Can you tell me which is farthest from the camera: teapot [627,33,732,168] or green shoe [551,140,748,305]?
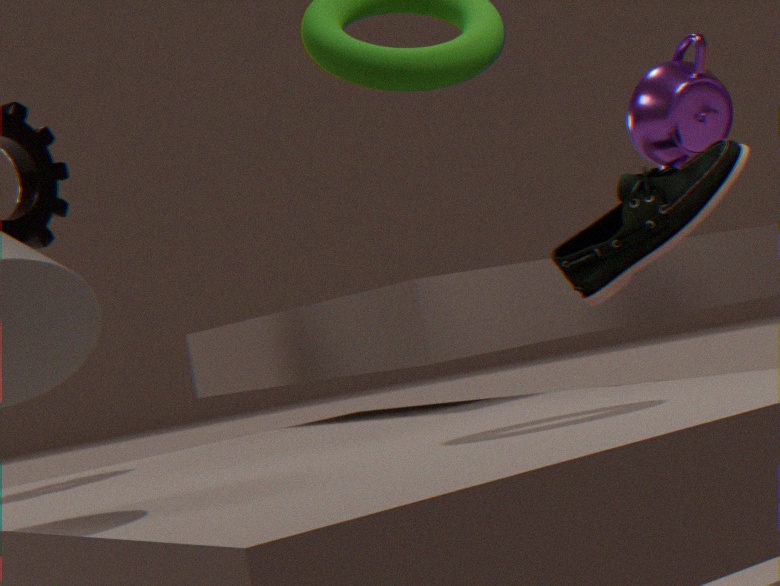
teapot [627,33,732,168]
